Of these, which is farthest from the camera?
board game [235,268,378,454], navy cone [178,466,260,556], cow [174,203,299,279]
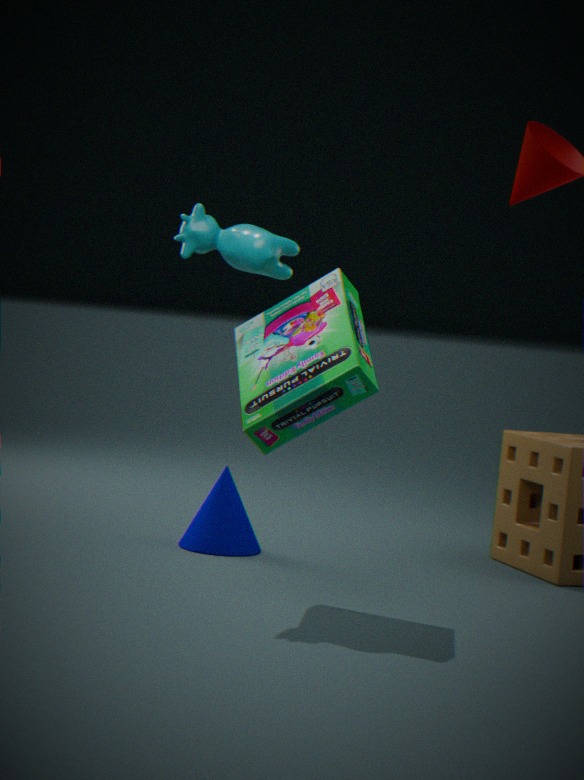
navy cone [178,466,260,556]
